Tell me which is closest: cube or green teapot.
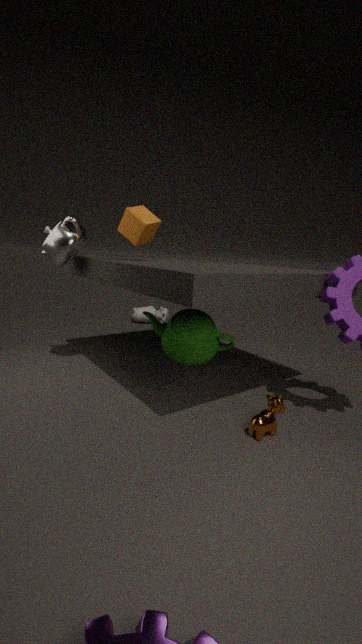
green teapot
